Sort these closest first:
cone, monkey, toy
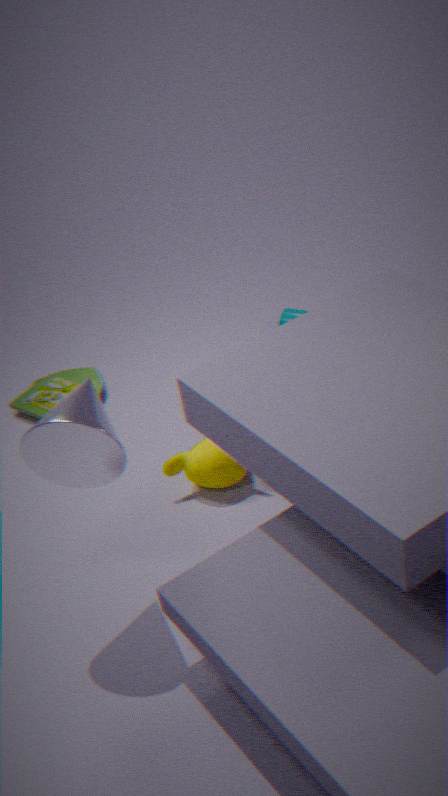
cone, monkey, toy
